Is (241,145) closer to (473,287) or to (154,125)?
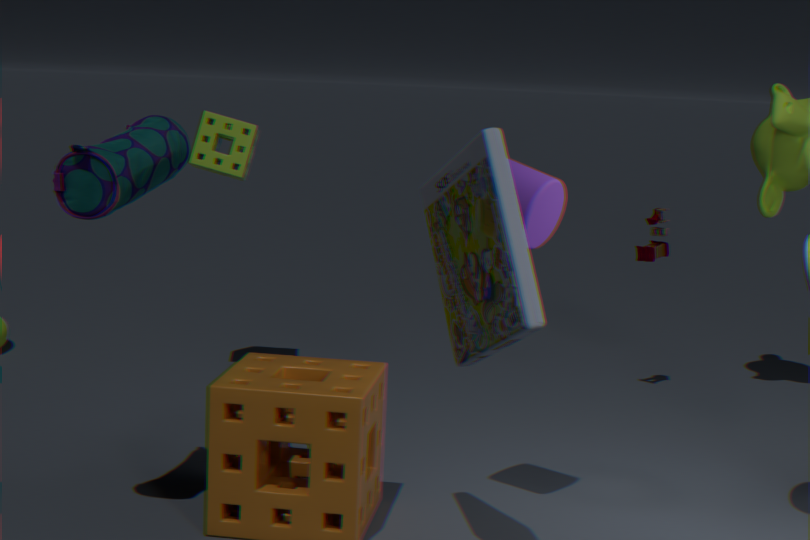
(154,125)
